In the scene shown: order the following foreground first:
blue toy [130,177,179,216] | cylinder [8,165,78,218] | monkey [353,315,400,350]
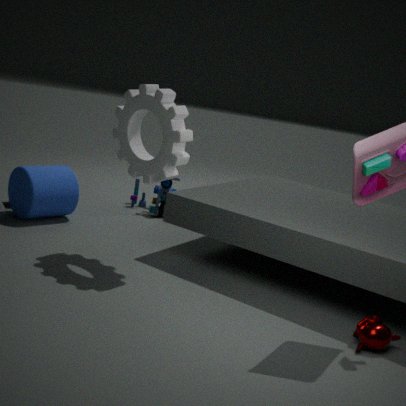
monkey [353,315,400,350] → cylinder [8,165,78,218] → blue toy [130,177,179,216]
